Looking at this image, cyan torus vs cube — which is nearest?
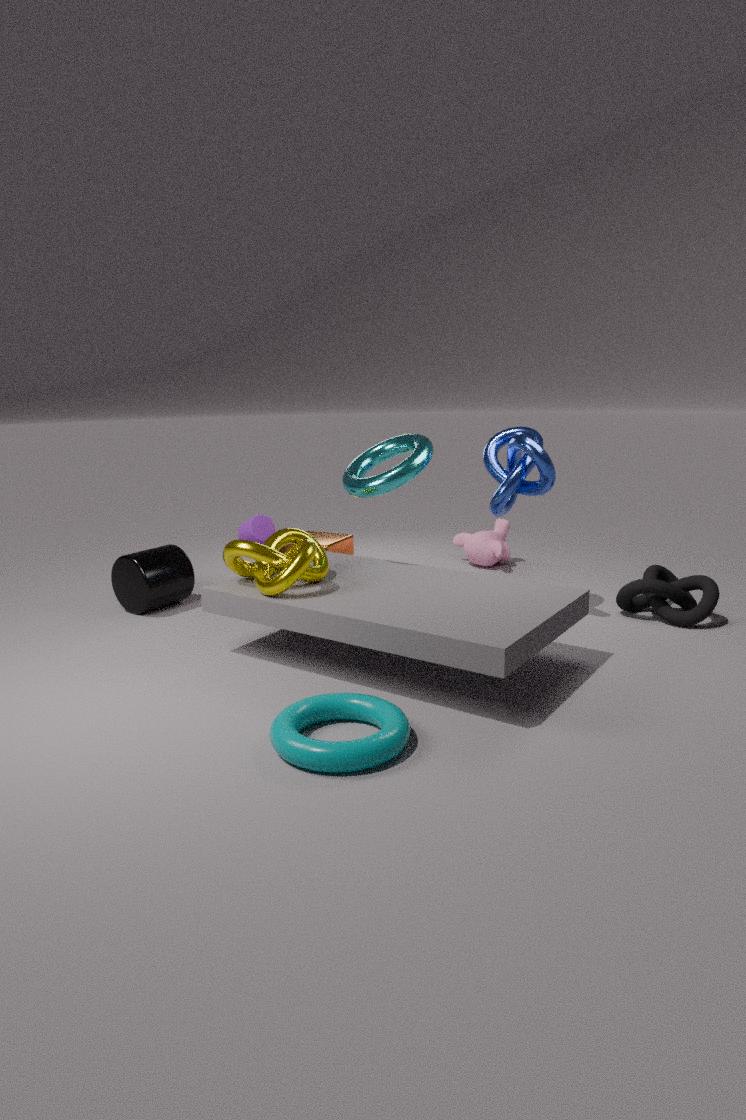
cyan torus
